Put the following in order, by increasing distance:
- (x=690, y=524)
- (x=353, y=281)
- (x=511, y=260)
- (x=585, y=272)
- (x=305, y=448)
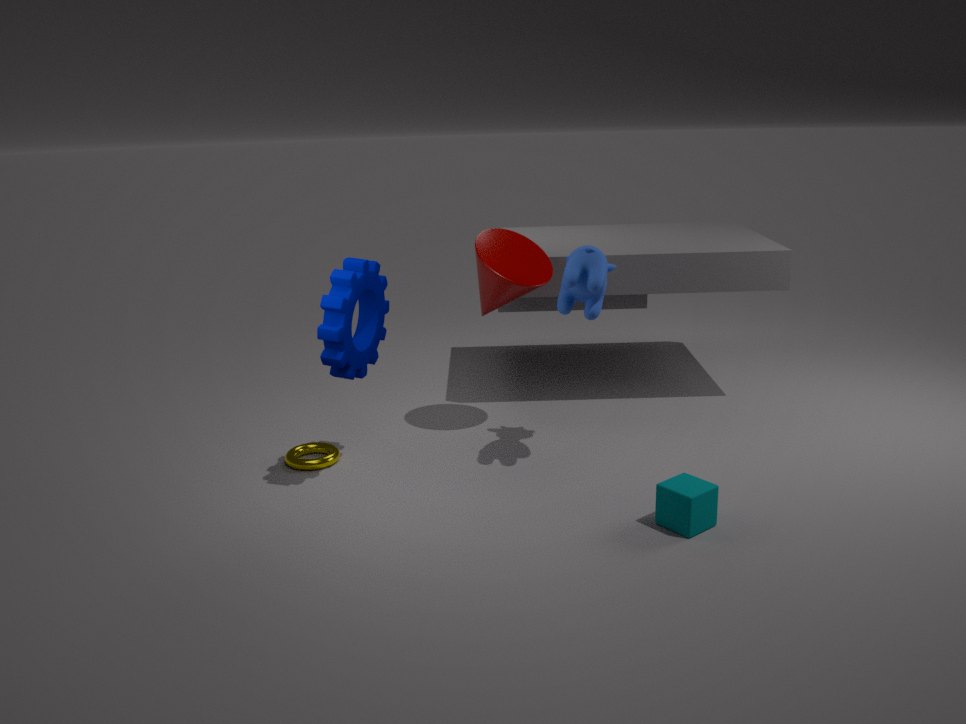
(x=690, y=524) → (x=353, y=281) → (x=585, y=272) → (x=305, y=448) → (x=511, y=260)
